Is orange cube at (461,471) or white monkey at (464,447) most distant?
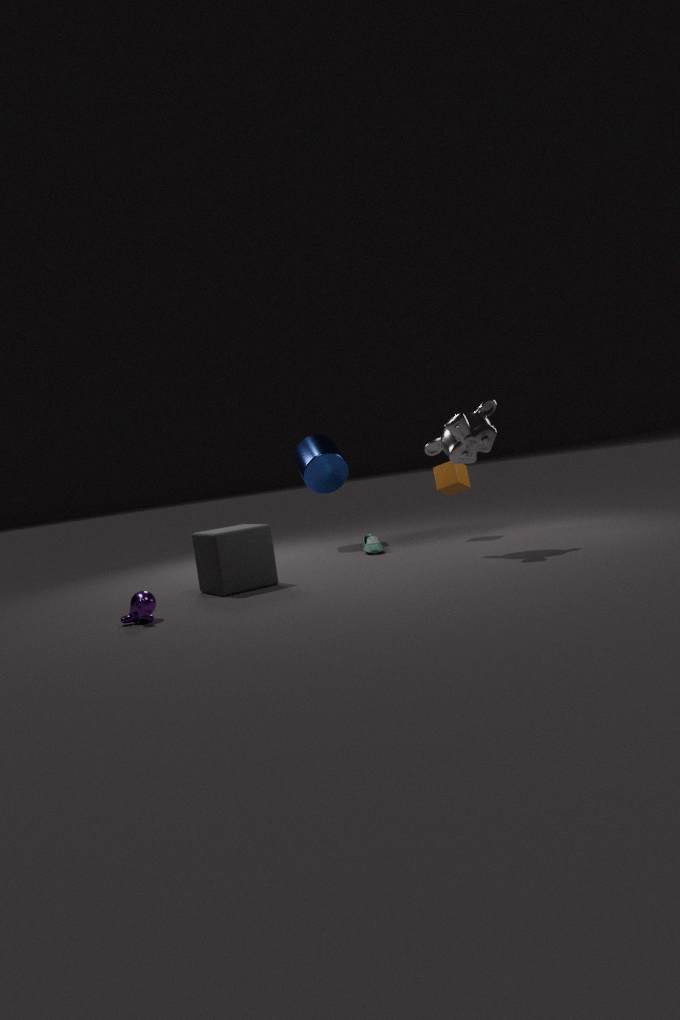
orange cube at (461,471)
